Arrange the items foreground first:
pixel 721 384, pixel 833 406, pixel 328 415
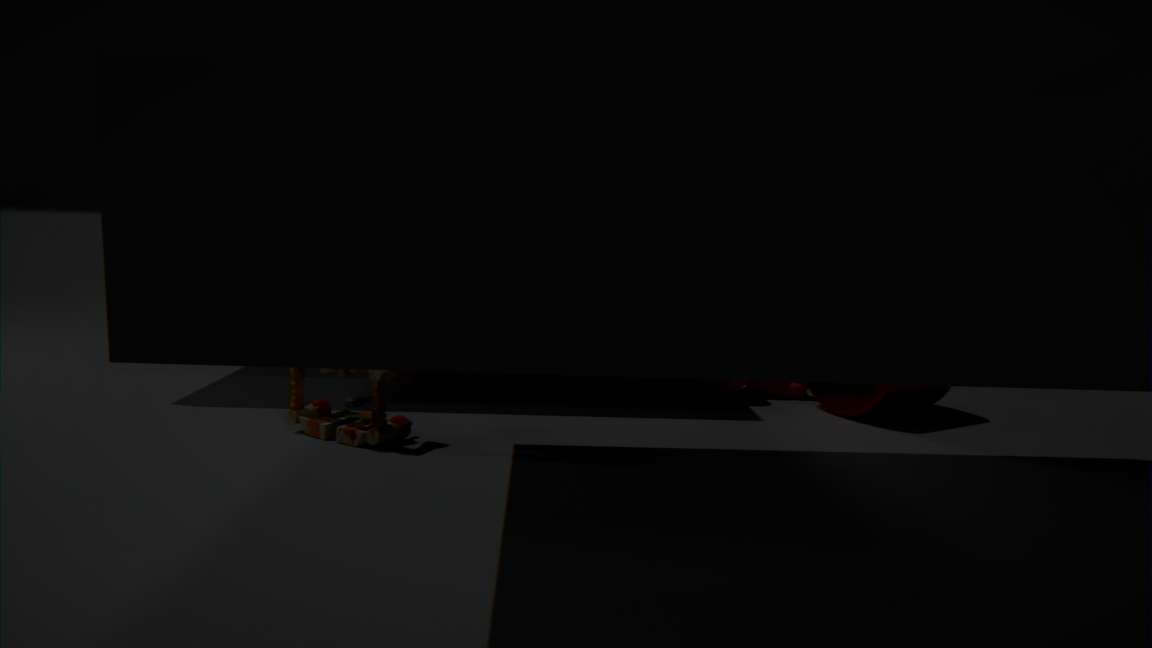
1. pixel 328 415
2. pixel 833 406
3. pixel 721 384
